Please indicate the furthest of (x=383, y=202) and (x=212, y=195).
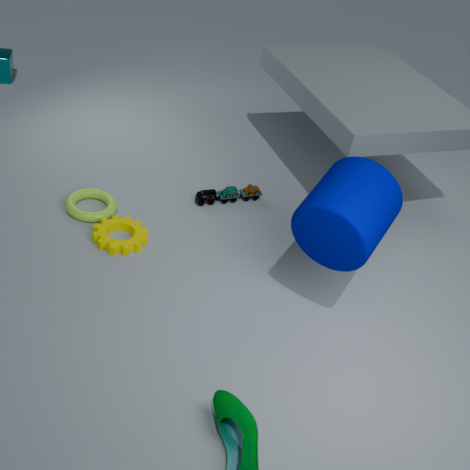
(x=212, y=195)
